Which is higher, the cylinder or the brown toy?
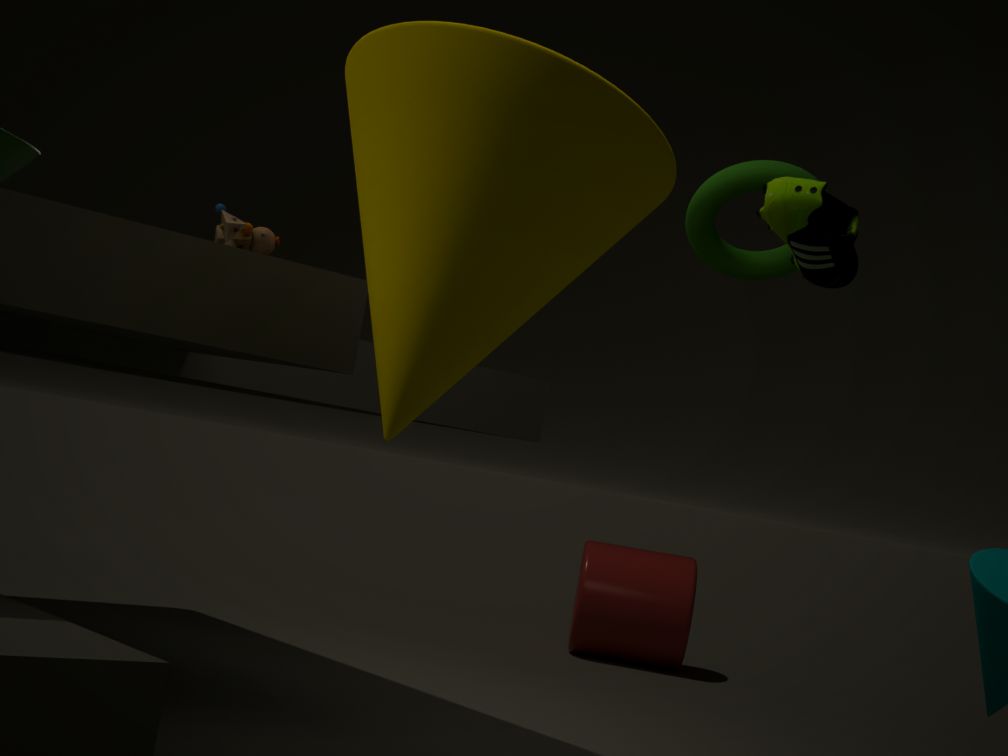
the brown toy
